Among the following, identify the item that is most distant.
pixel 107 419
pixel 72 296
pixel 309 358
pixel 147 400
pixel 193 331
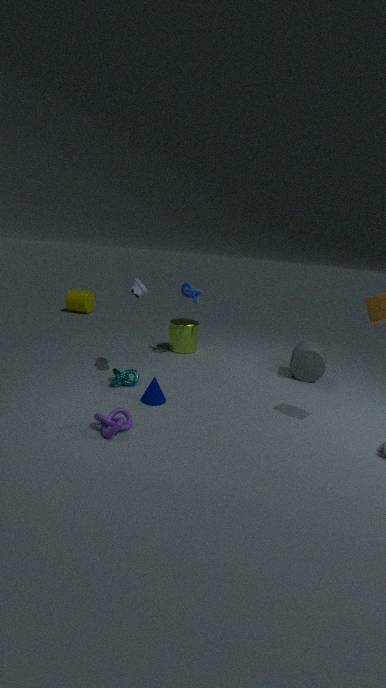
pixel 72 296
